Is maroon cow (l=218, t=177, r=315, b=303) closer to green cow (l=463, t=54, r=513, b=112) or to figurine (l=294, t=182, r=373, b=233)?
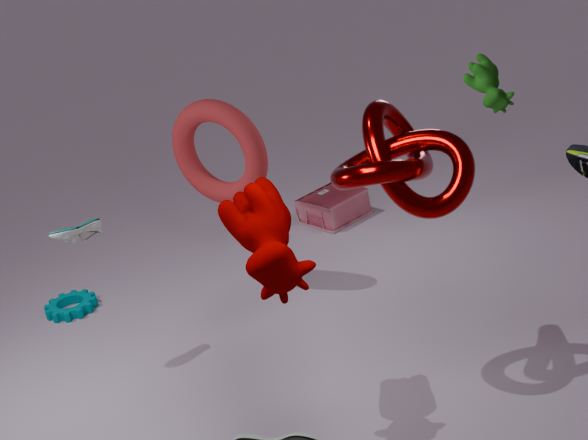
green cow (l=463, t=54, r=513, b=112)
